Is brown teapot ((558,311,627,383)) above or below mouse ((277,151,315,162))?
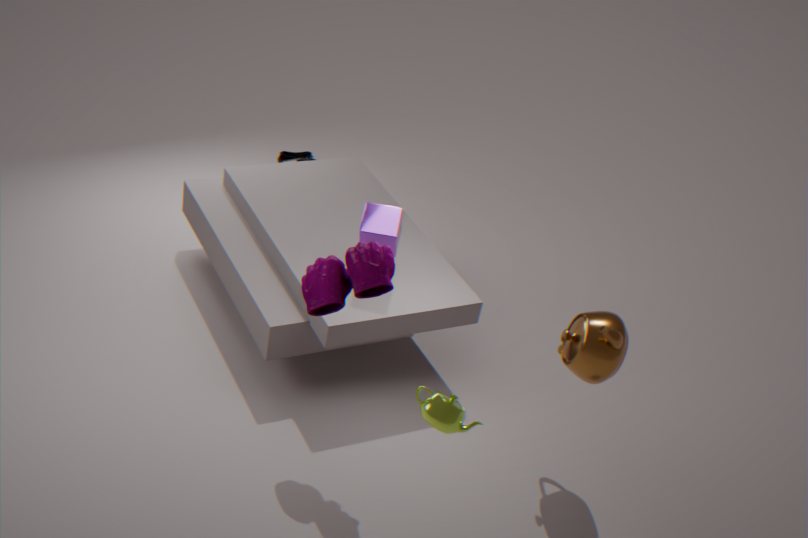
above
